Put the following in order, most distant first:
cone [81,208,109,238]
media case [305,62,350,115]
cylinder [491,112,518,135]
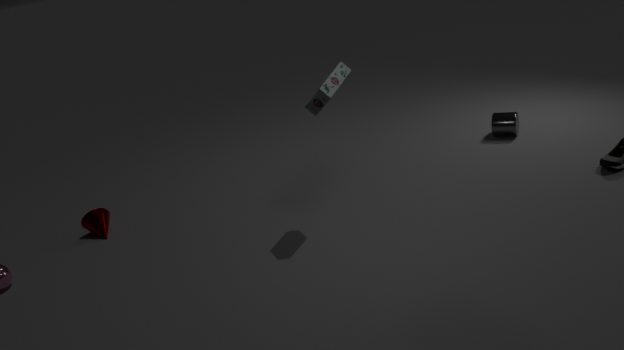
cylinder [491,112,518,135] → cone [81,208,109,238] → media case [305,62,350,115]
